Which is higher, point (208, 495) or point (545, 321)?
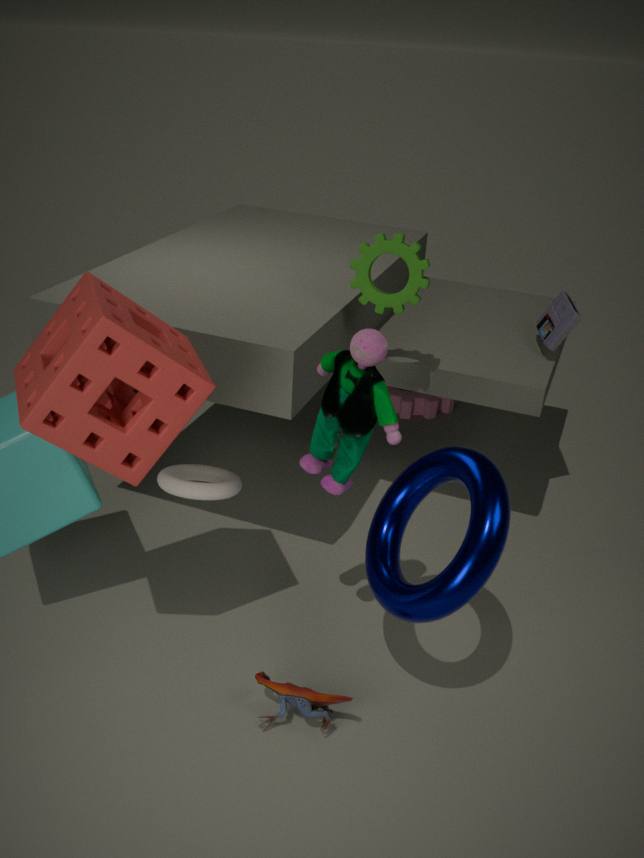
point (545, 321)
